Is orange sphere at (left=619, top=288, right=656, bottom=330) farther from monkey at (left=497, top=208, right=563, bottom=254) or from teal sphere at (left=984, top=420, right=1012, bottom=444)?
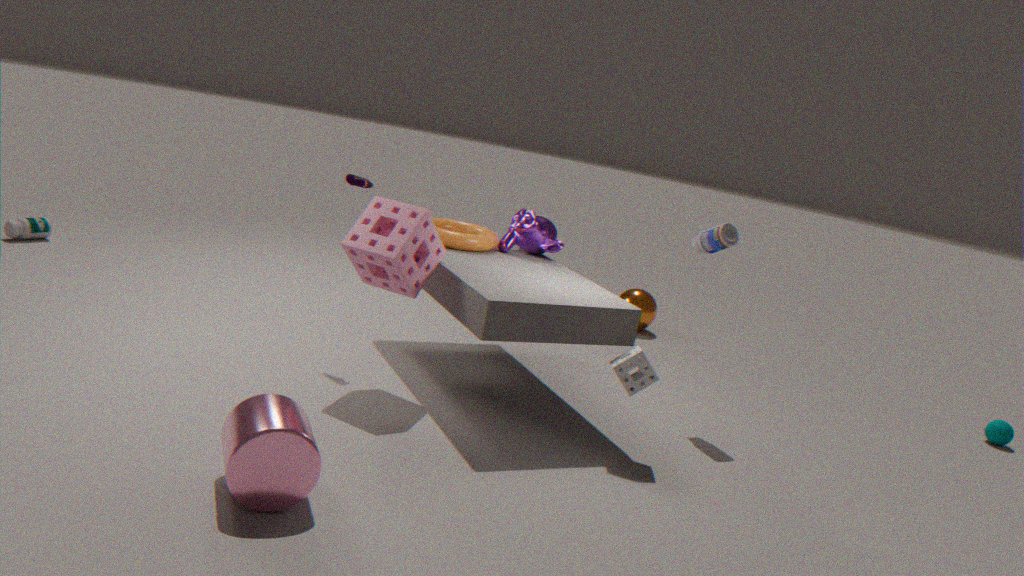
teal sphere at (left=984, top=420, right=1012, bottom=444)
